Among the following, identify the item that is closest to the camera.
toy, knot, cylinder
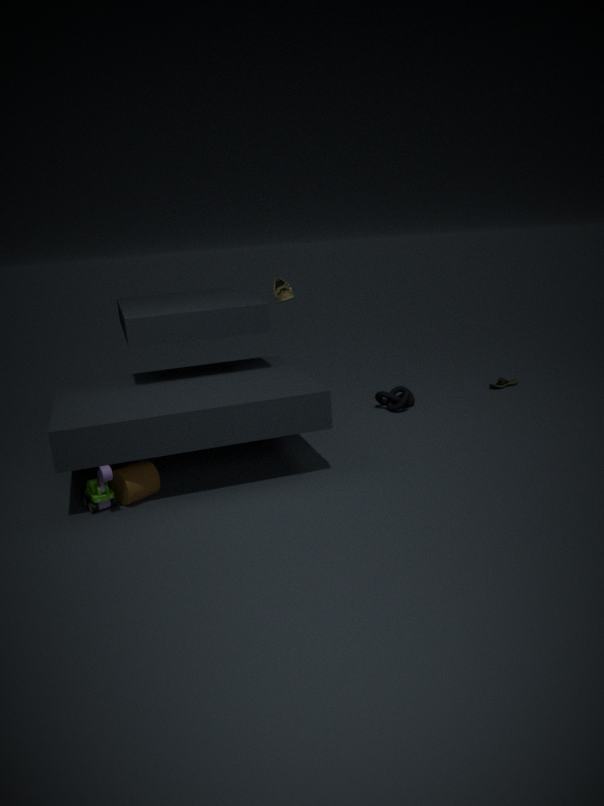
toy
